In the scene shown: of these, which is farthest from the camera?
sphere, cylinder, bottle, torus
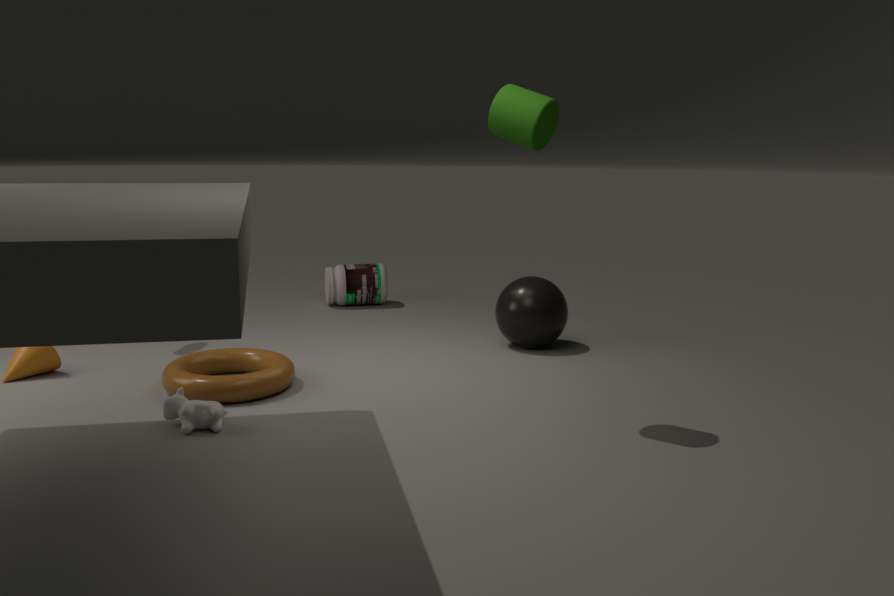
bottle
